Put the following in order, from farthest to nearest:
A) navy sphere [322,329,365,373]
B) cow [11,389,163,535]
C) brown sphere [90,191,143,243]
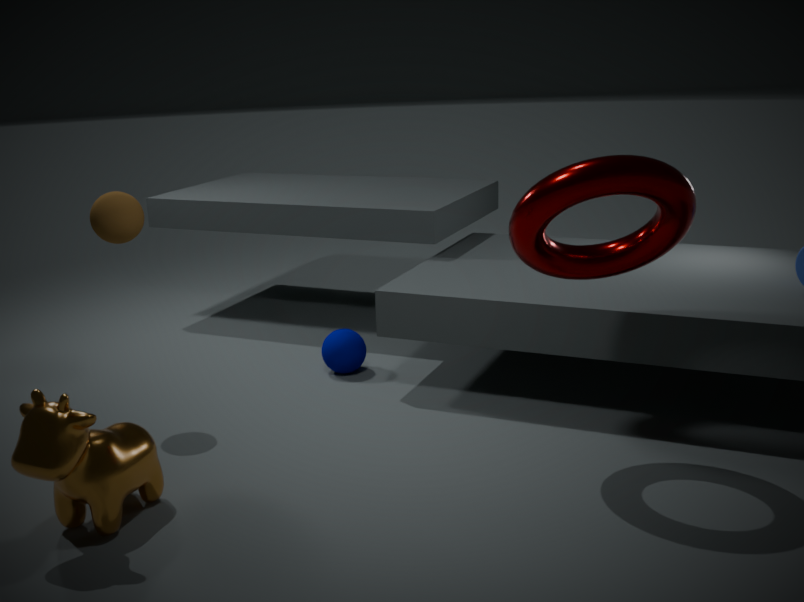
navy sphere [322,329,365,373] → brown sphere [90,191,143,243] → cow [11,389,163,535]
